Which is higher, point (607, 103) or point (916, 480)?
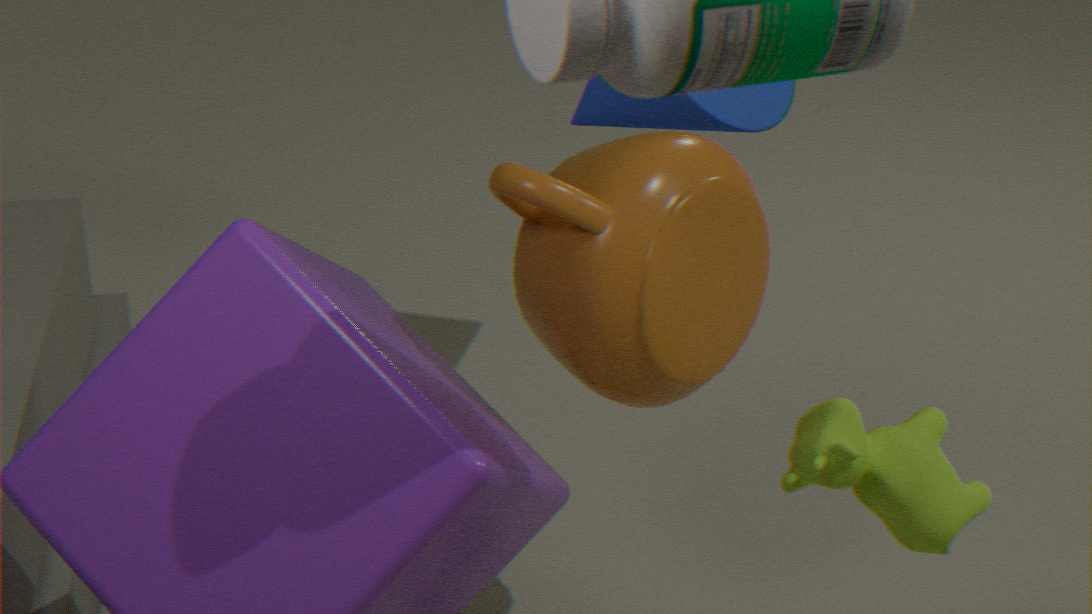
point (607, 103)
